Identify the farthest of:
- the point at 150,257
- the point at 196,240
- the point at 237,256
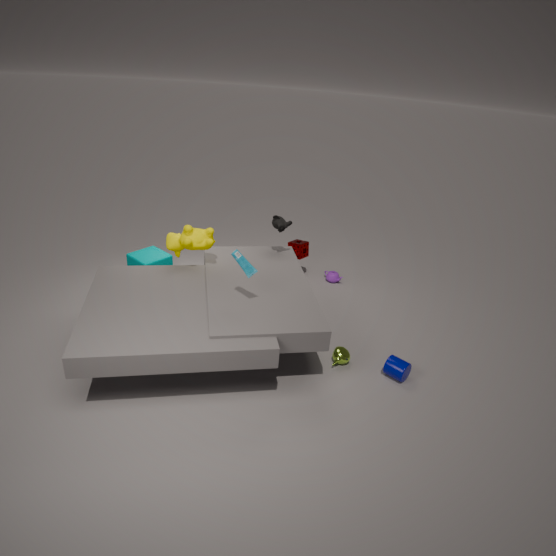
the point at 150,257
